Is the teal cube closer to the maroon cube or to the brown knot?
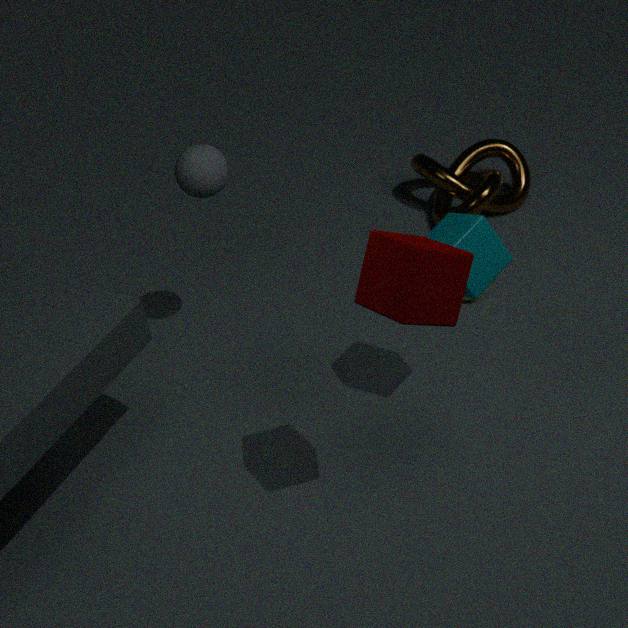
the maroon cube
